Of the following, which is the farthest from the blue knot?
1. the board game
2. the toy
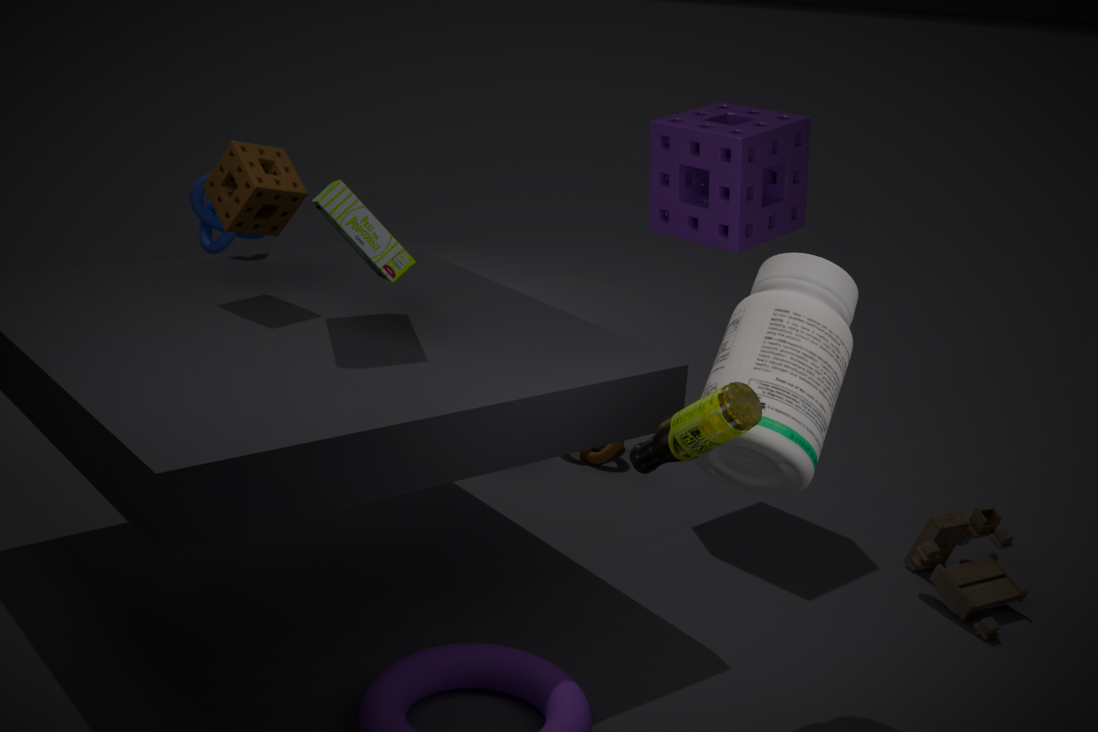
the toy
